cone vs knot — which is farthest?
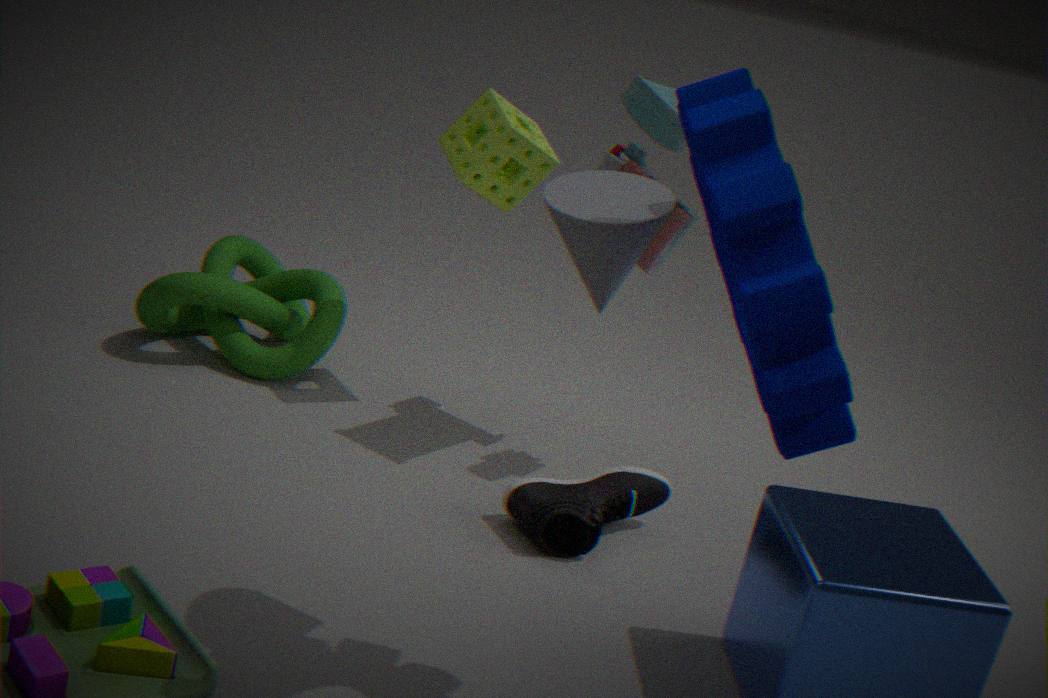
knot
